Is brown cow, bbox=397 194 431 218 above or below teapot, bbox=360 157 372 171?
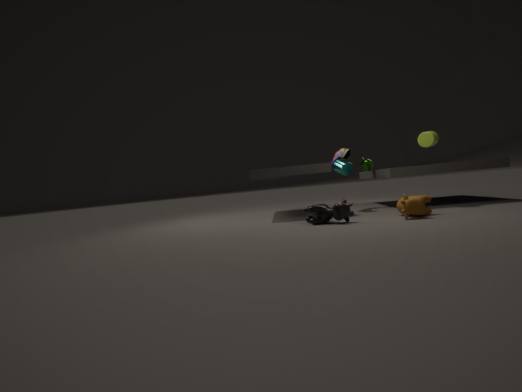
below
